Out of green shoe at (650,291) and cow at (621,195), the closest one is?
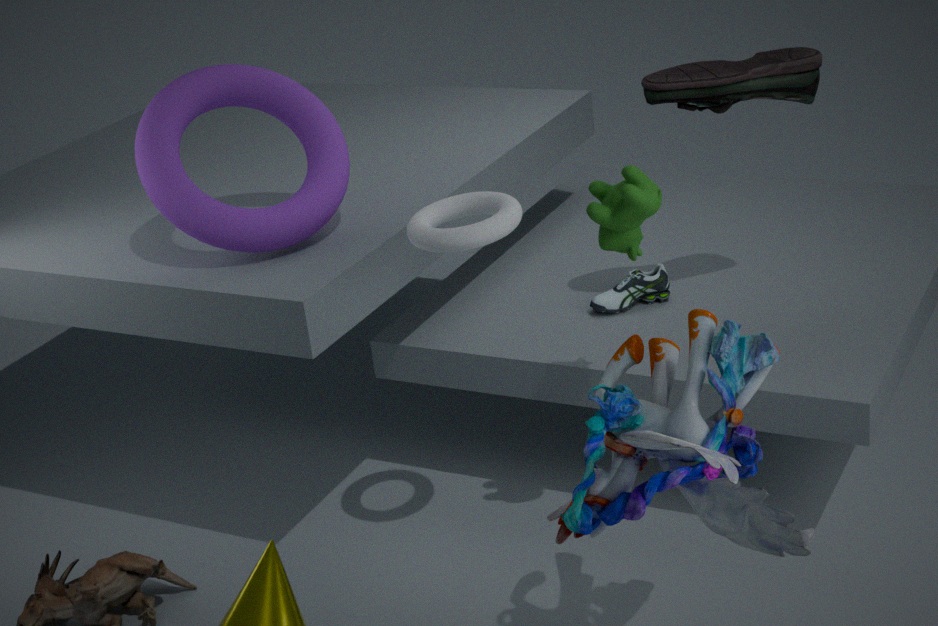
cow at (621,195)
